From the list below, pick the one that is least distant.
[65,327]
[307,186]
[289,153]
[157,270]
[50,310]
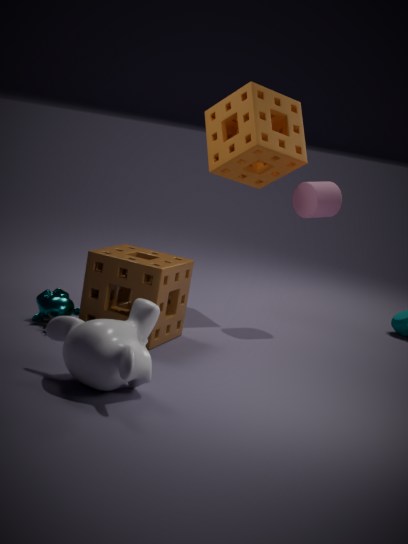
[65,327]
